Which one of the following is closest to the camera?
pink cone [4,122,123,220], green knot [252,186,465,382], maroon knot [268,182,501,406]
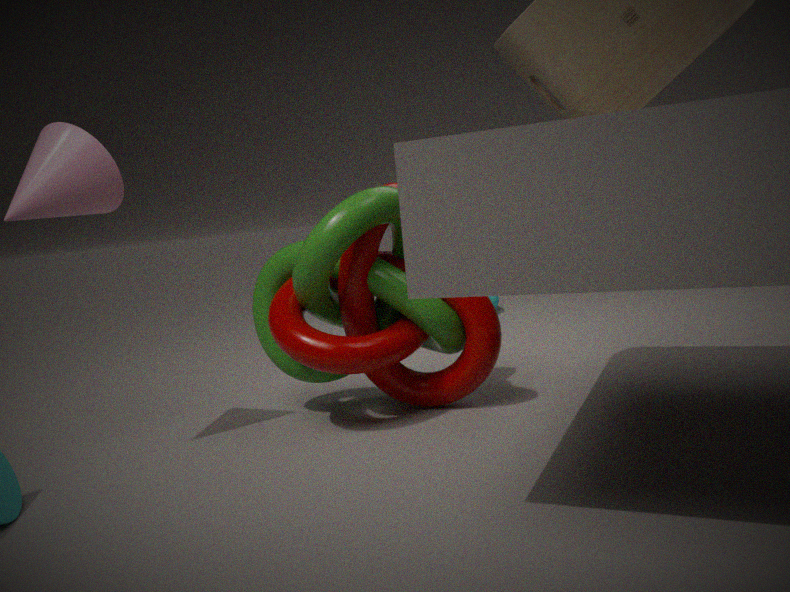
pink cone [4,122,123,220]
